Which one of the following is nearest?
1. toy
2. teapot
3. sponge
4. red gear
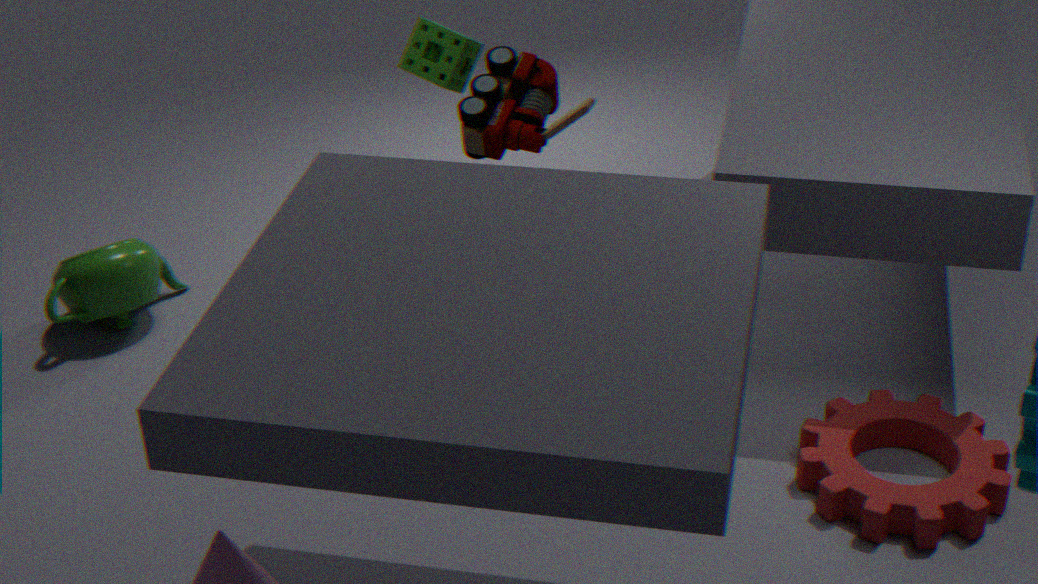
red gear
